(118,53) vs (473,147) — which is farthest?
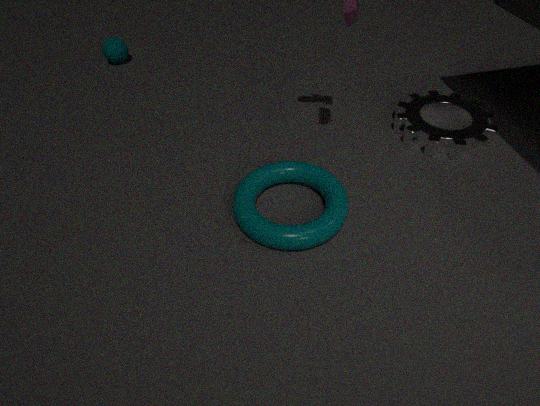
(118,53)
